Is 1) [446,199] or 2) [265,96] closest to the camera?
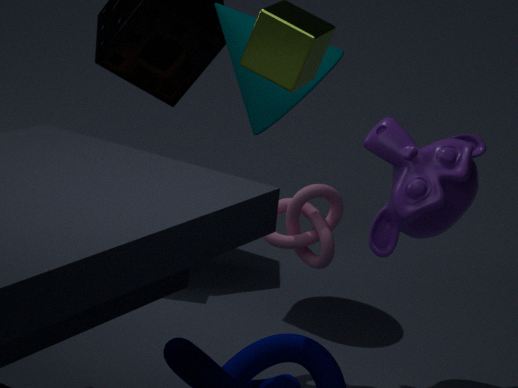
1. [446,199]
